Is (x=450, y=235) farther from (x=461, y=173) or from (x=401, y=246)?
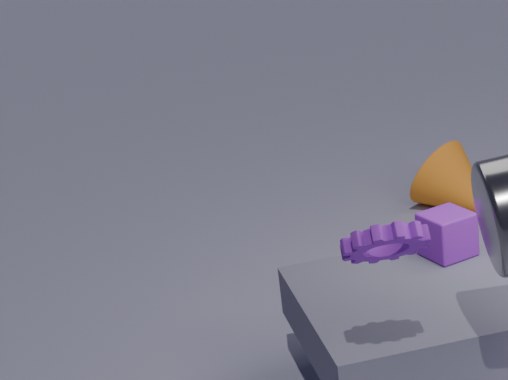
(x=461, y=173)
